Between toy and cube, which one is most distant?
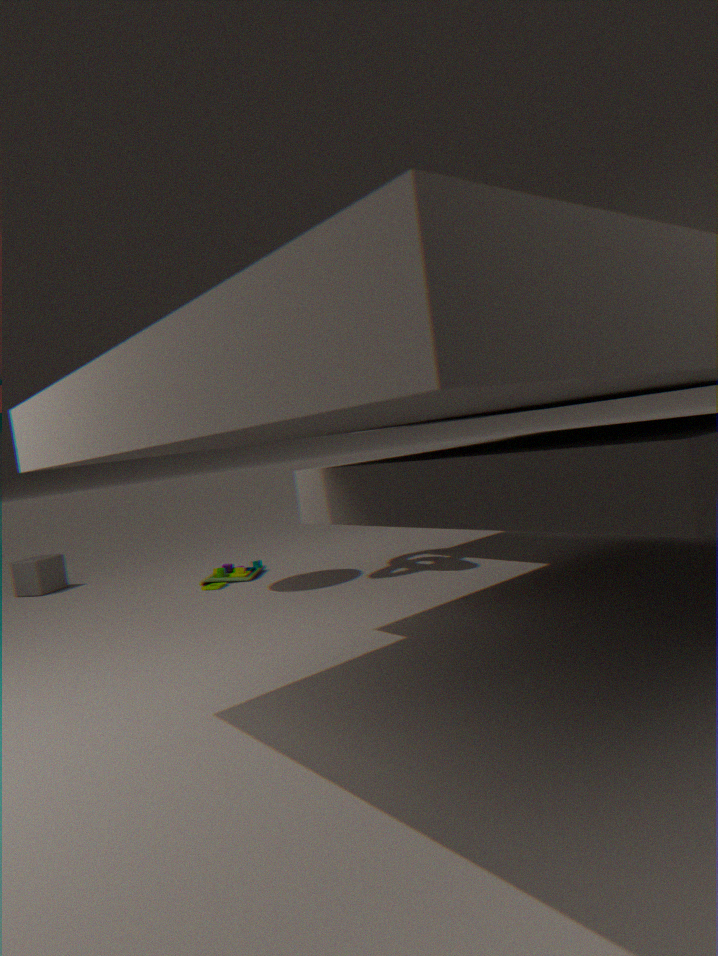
cube
